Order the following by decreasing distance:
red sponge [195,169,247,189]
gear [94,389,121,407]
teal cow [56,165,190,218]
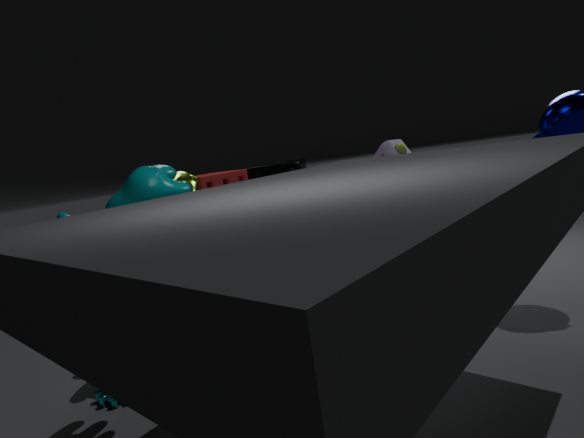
red sponge [195,169,247,189]
gear [94,389,121,407]
teal cow [56,165,190,218]
